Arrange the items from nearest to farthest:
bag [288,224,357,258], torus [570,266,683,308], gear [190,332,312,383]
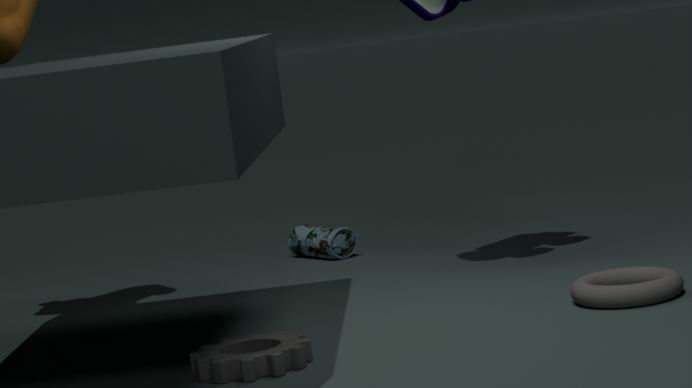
gear [190,332,312,383]
torus [570,266,683,308]
bag [288,224,357,258]
